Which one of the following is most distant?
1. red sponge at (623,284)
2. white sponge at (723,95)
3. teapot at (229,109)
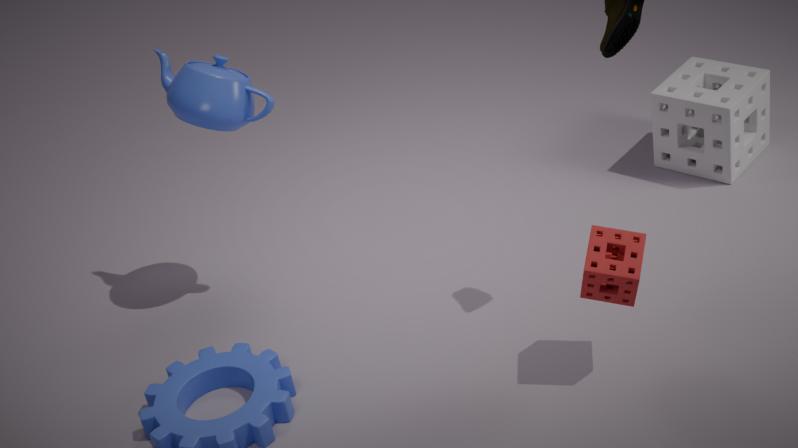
white sponge at (723,95)
